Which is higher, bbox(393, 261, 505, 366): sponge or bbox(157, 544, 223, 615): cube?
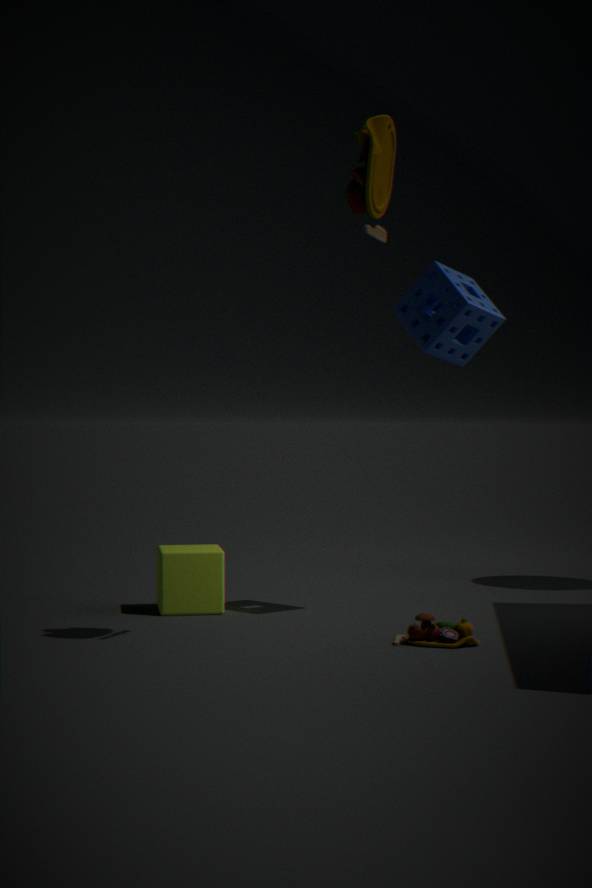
bbox(393, 261, 505, 366): sponge
